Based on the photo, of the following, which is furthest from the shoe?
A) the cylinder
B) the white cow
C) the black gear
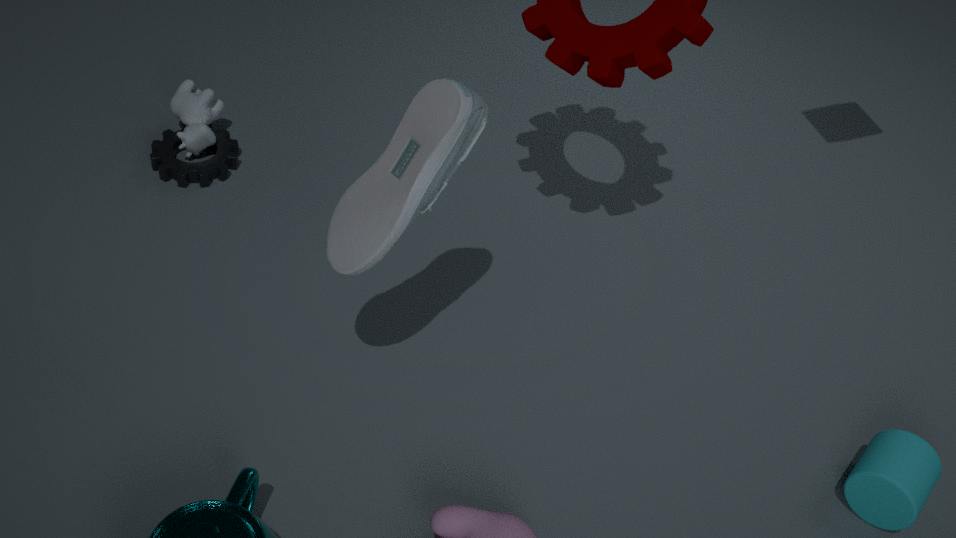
the cylinder
